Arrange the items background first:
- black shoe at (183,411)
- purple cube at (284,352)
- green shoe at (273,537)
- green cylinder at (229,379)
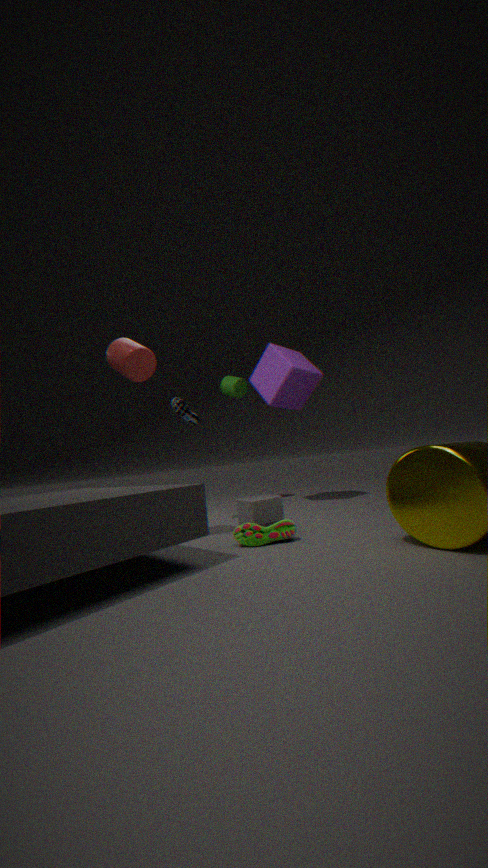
green cylinder at (229,379) < purple cube at (284,352) < black shoe at (183,411) < green shoe at (273,537)
